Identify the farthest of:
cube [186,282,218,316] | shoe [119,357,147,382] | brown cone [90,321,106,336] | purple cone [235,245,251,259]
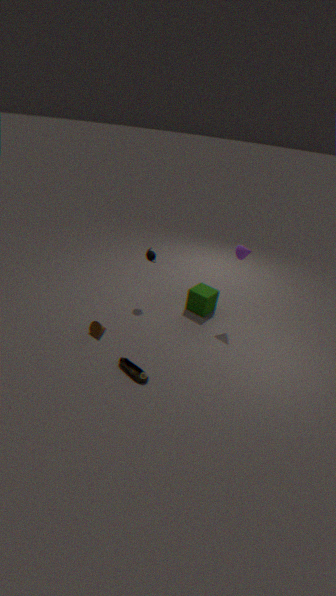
cube [186,282,218,316]
